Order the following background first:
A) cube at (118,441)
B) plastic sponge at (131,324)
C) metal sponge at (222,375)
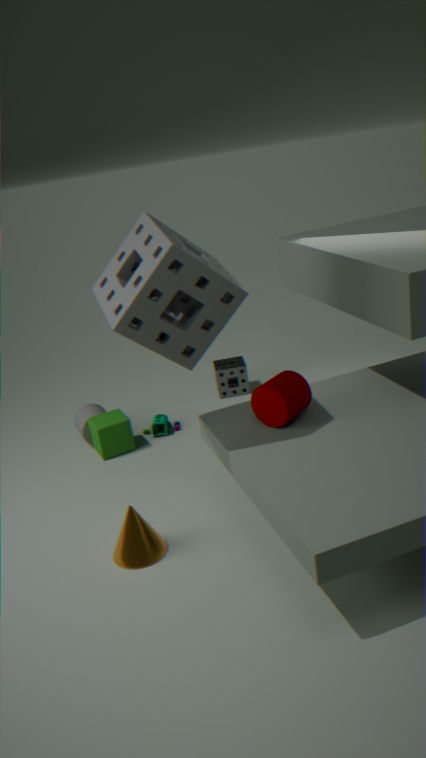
metal sponge at (222,375) < cube at (118,441) < plastic sponge at (131,324)
